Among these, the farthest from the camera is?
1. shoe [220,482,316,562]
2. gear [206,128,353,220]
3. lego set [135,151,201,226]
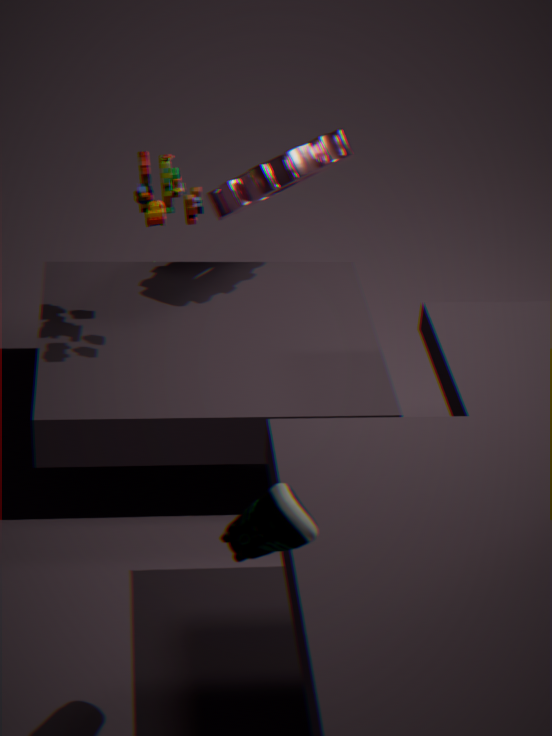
gear [206,128,353,220]
